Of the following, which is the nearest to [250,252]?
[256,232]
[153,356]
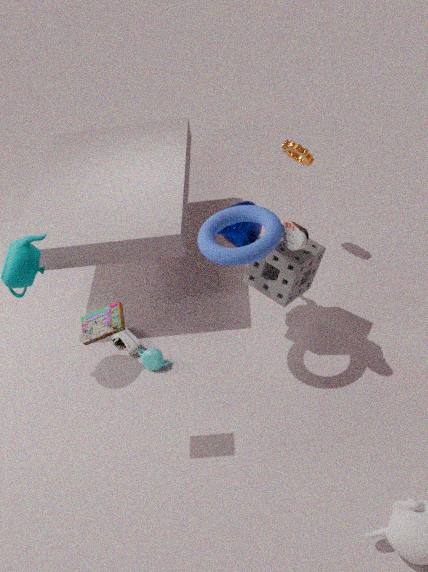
[256,232]
